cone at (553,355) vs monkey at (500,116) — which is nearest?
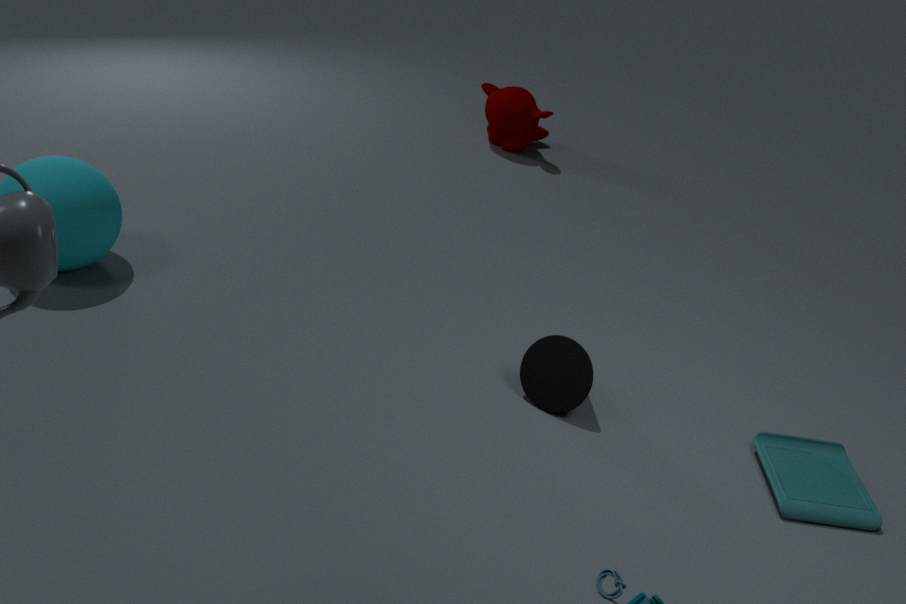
cone at (553,355)
